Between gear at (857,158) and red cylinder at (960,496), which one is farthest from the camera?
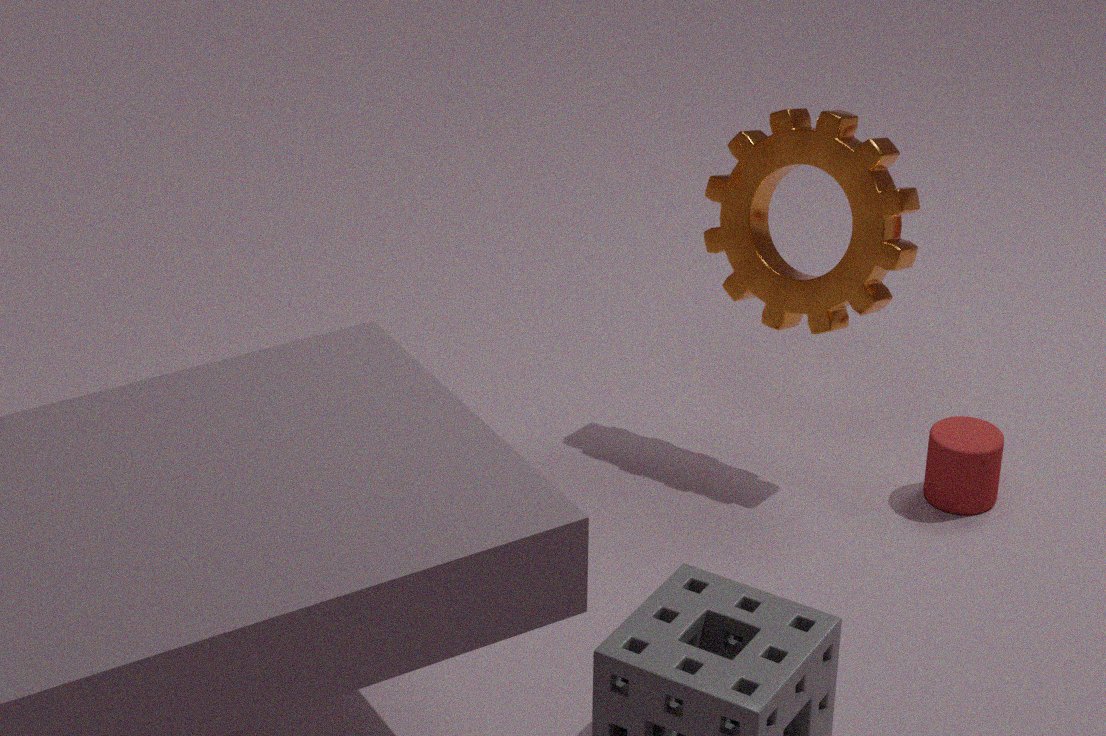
red cylinder at (960,496)
